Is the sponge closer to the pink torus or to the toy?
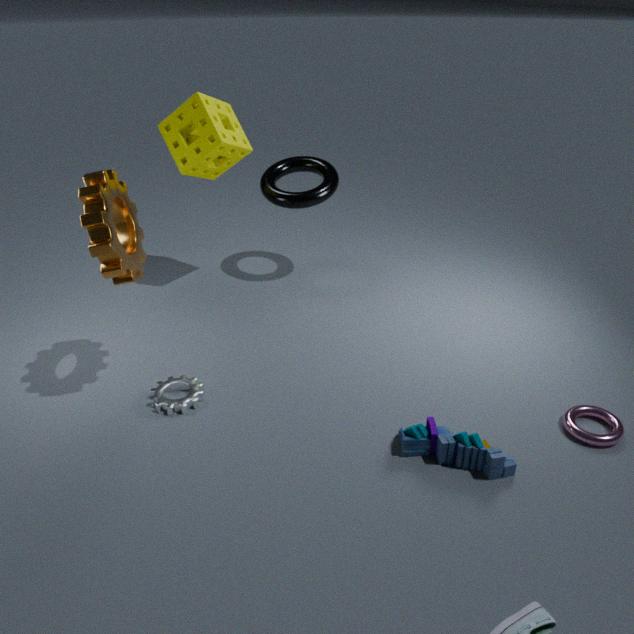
the toy
